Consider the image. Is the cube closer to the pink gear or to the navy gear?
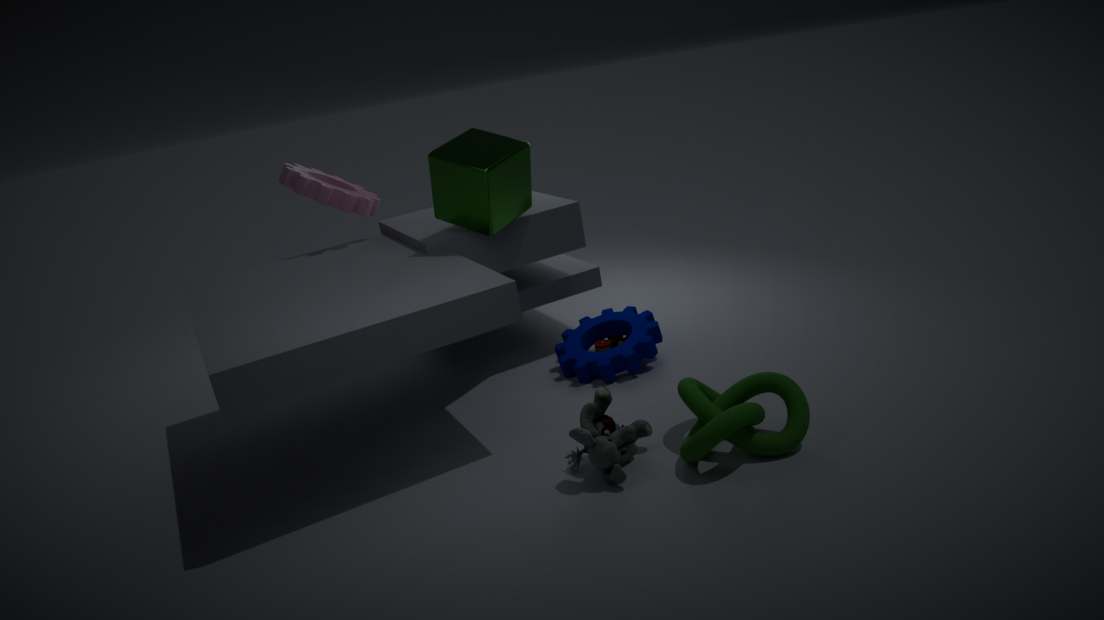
the pink gear
